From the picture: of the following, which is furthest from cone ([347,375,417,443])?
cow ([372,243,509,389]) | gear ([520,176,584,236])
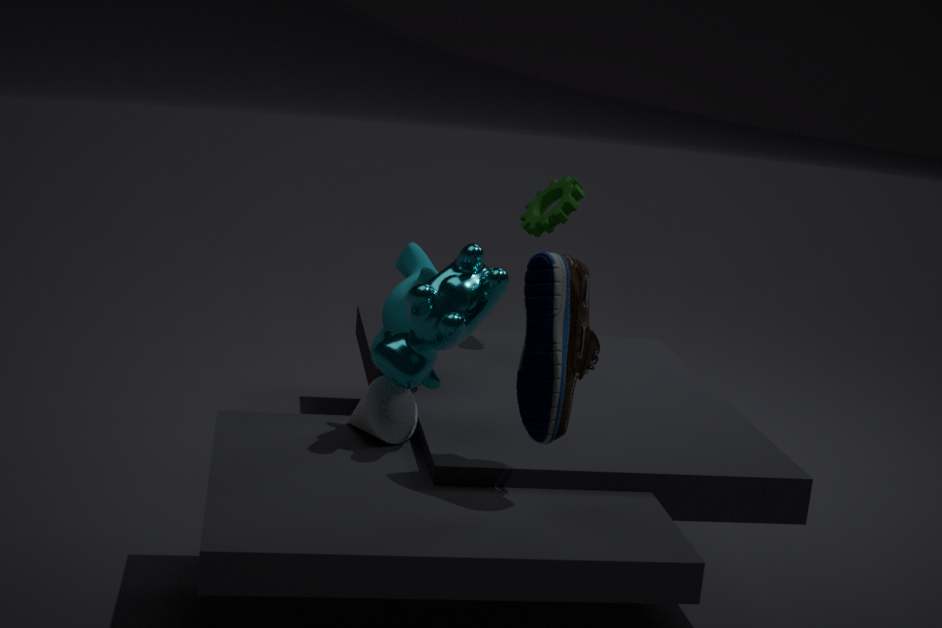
gear ([520,176,584,236])
